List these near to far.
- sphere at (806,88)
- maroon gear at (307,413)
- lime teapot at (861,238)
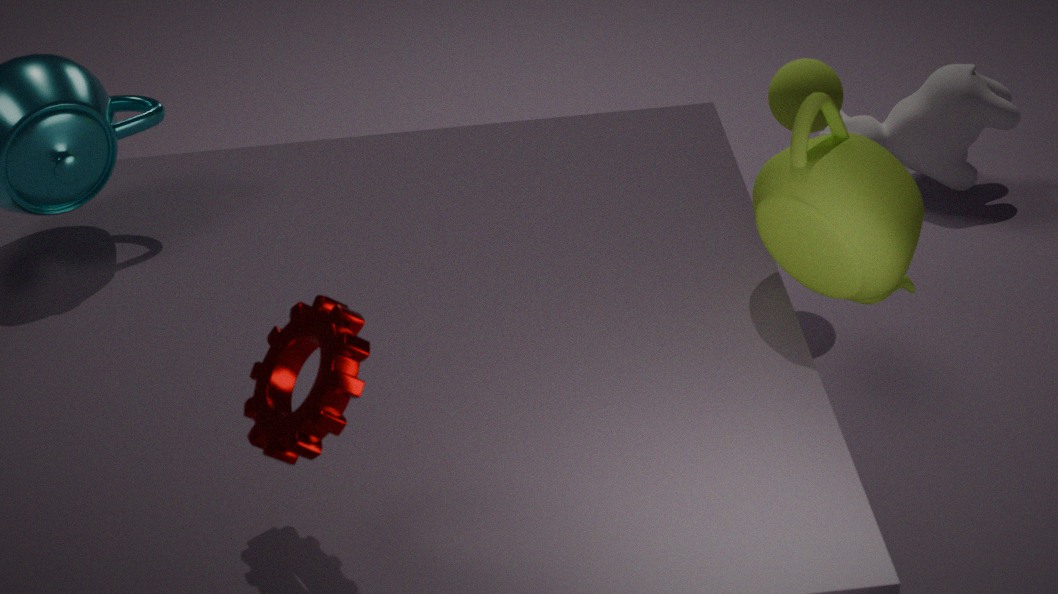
maroon gear at (307,413)
lime teapot at (861,238)
sphere at (806,88)
